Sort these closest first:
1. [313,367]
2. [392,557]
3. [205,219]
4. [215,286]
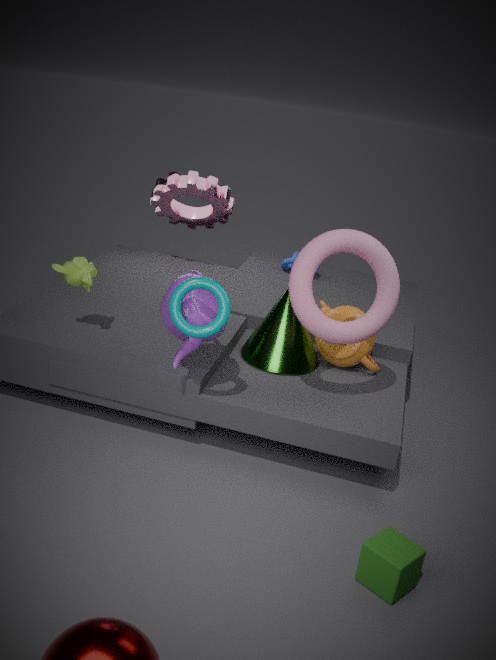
[392,557]
[215,286]
[313,367]
[205,219]
